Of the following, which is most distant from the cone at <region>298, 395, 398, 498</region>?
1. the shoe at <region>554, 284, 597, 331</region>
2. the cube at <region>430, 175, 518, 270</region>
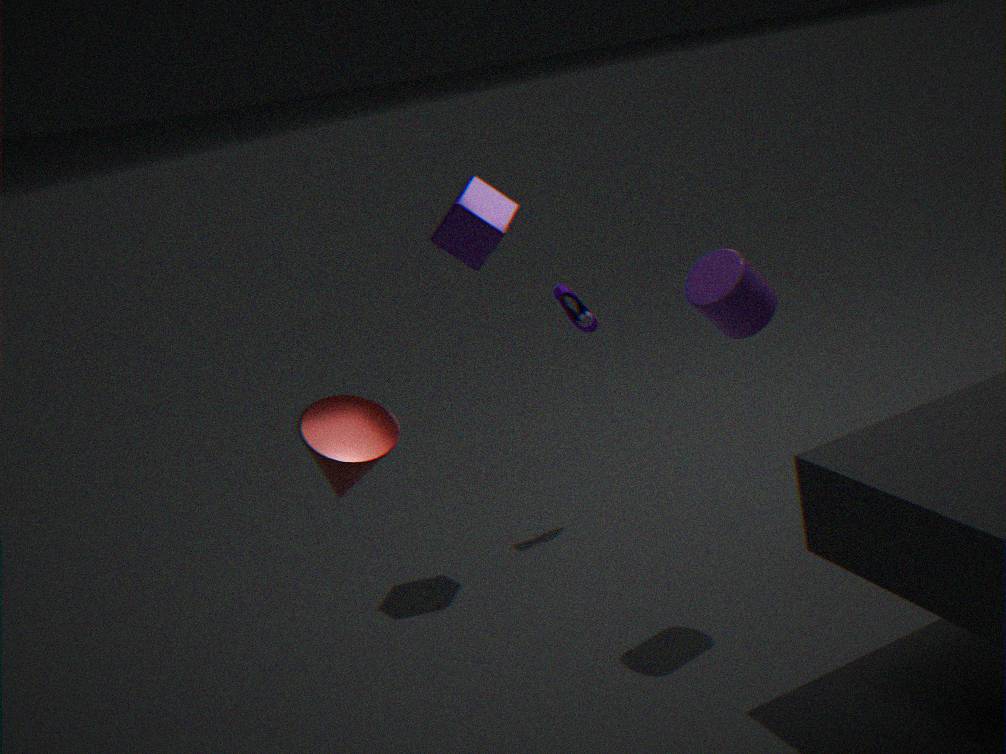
the shoe at <region>554, 284, 597, 331</region>
